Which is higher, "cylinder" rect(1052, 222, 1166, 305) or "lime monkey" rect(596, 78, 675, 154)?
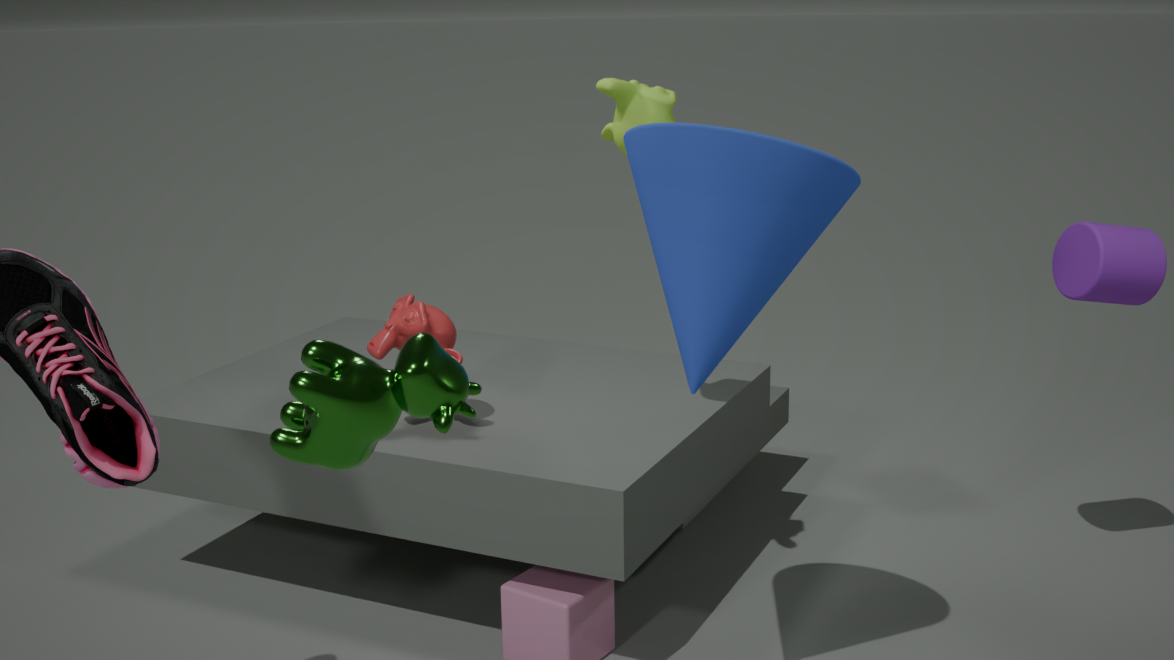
"lime monkey" rect(596, 78, 675, 154)
